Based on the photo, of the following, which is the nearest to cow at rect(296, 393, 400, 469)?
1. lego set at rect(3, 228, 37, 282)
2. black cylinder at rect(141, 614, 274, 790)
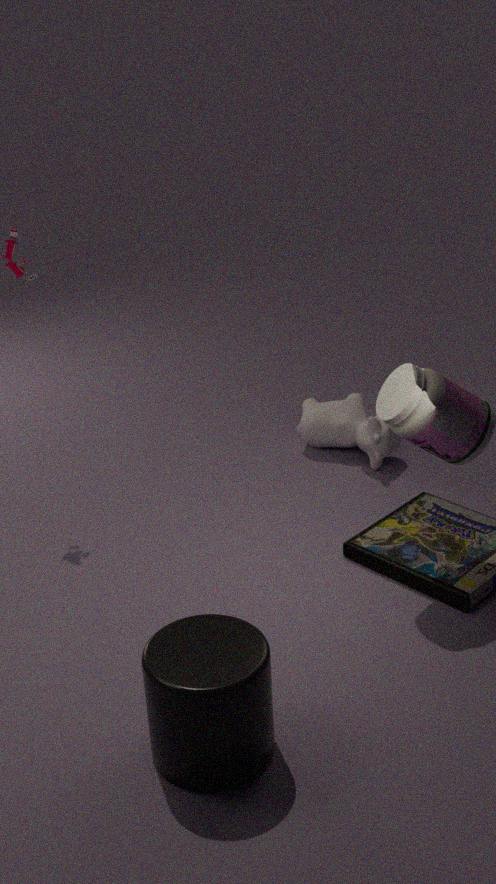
lego set at rect(3, 228, 37, 282)
